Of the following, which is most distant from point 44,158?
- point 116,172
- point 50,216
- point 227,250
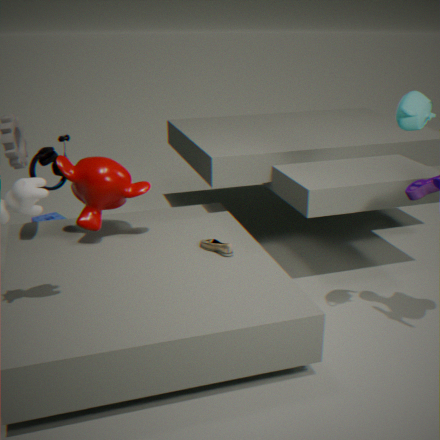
point 227,250
